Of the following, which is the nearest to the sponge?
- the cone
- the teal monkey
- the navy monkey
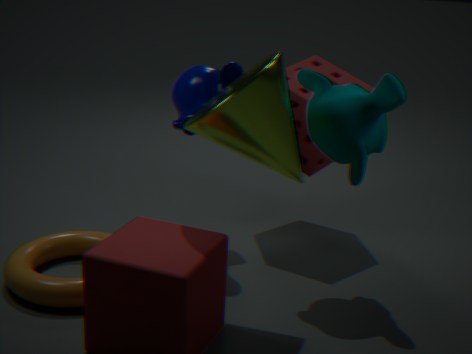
the teal monkey
